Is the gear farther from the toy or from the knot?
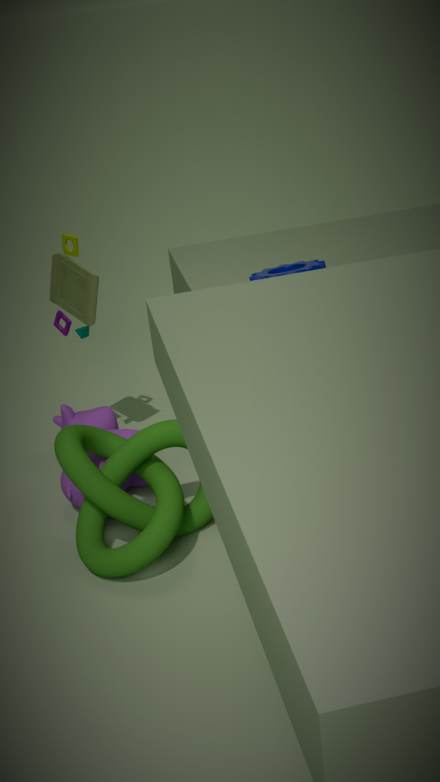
the knot
